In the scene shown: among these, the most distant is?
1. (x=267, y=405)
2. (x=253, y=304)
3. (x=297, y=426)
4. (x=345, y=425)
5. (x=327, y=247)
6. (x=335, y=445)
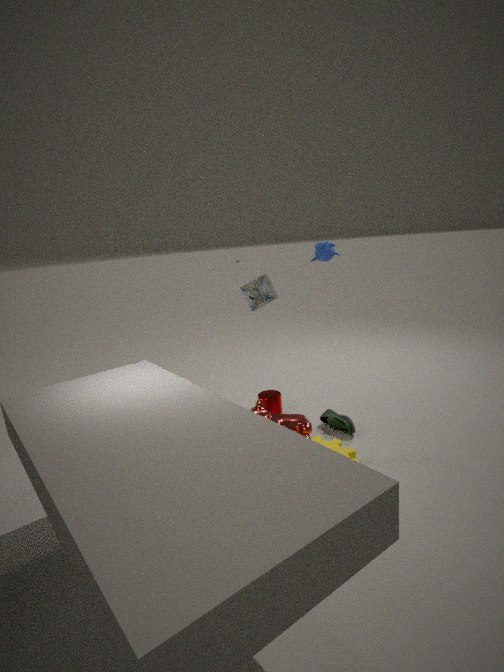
(x=327, y=247)
